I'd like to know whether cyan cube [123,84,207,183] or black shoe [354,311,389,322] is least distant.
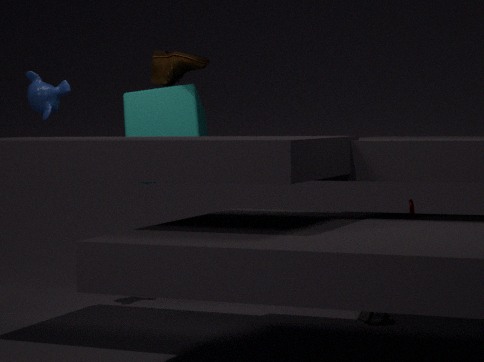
black shoe [354,311,389,322]
